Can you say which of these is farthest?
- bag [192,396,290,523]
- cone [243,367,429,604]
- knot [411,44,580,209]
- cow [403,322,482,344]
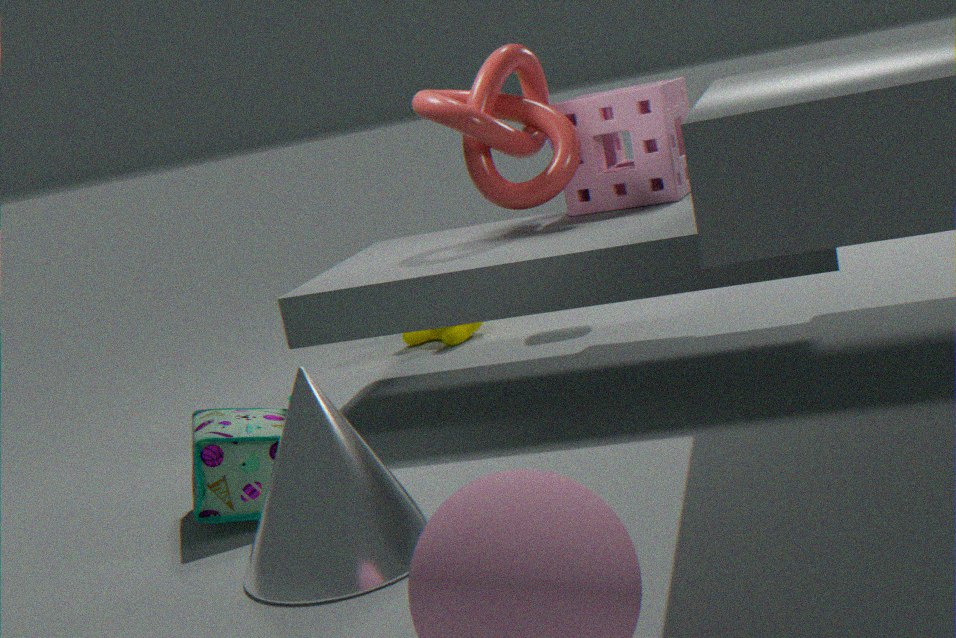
cow [403,322,482,344]
